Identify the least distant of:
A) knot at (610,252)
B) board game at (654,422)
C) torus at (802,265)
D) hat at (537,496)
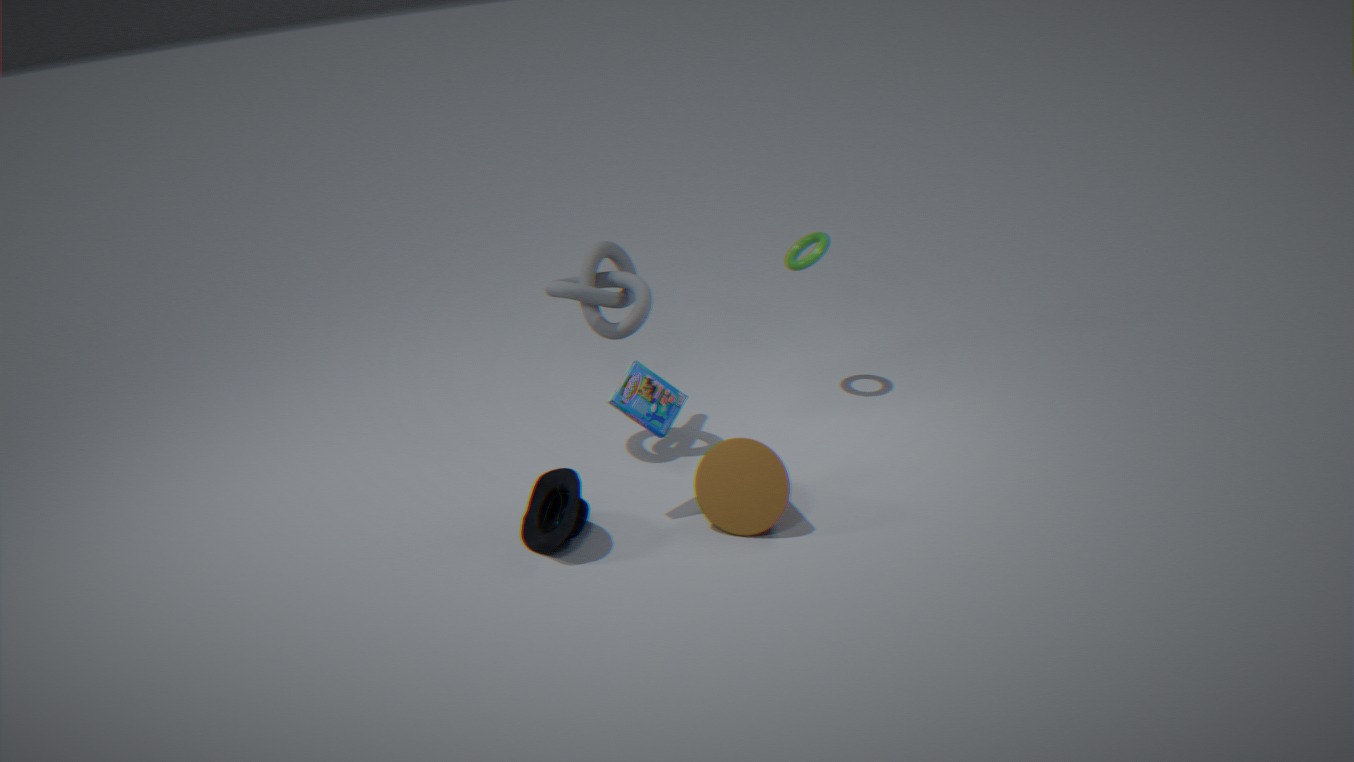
hat at (537,496)
